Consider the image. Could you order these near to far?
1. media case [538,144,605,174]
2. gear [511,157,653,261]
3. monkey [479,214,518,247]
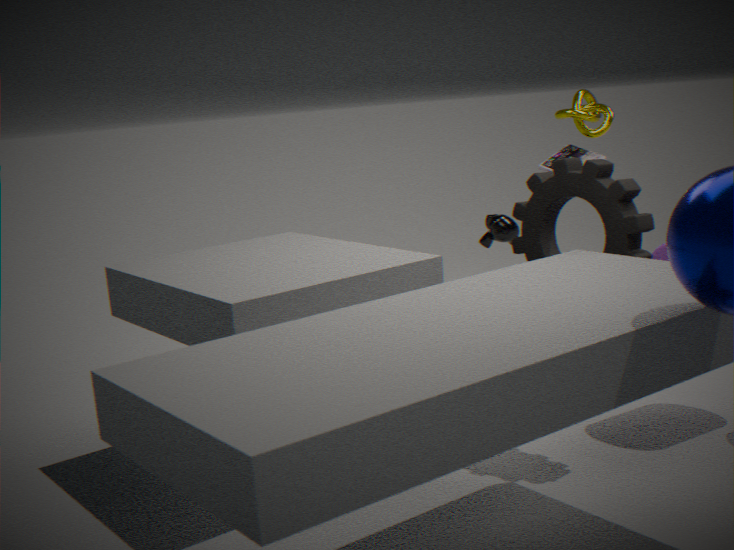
gear [511,157,653,261]
monkey [479,214,518,247]
media case [538,144,605,174]
